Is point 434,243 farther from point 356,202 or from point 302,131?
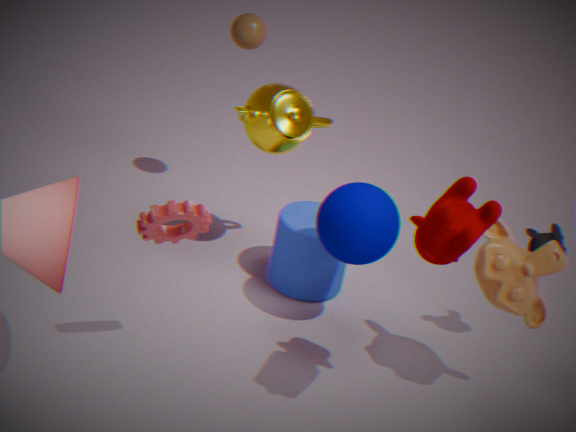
point 302,131
